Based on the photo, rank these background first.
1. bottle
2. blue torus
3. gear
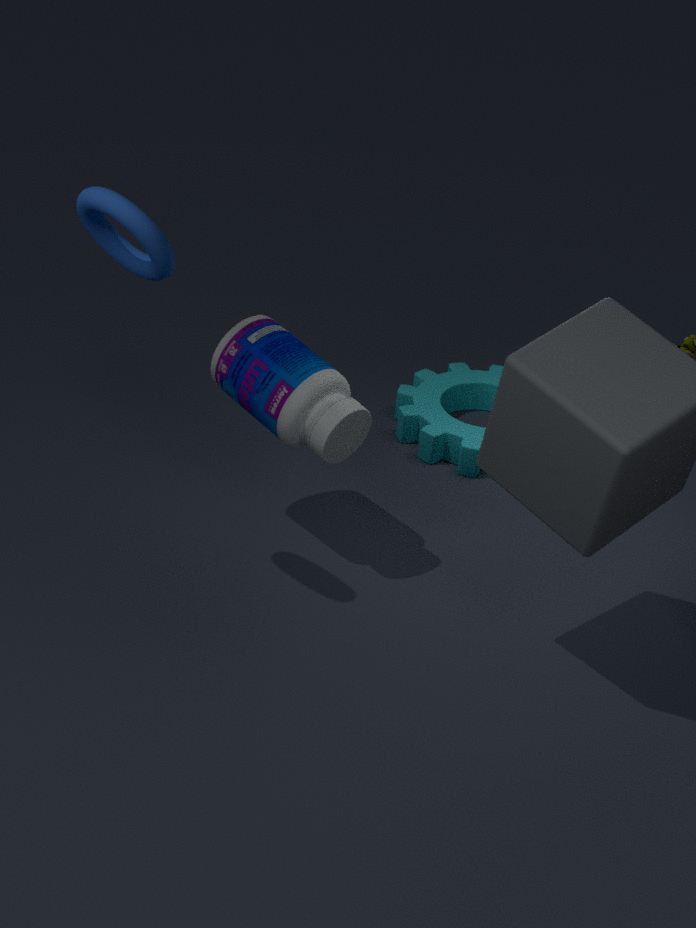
gear
bottle
blue torus
